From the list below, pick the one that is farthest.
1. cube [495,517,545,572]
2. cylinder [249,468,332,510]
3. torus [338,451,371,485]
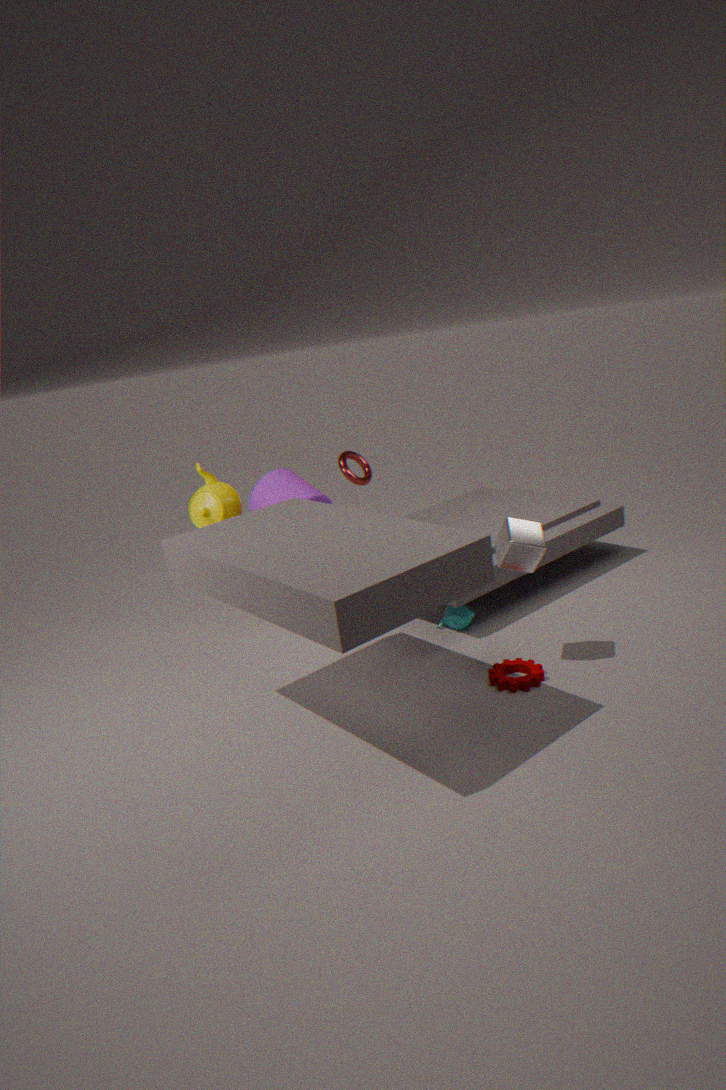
torus [338,451,371,485]
